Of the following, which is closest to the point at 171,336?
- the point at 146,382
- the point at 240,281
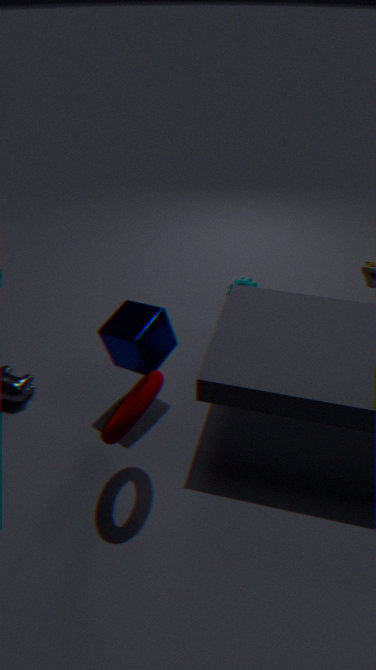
the point at 146,382
